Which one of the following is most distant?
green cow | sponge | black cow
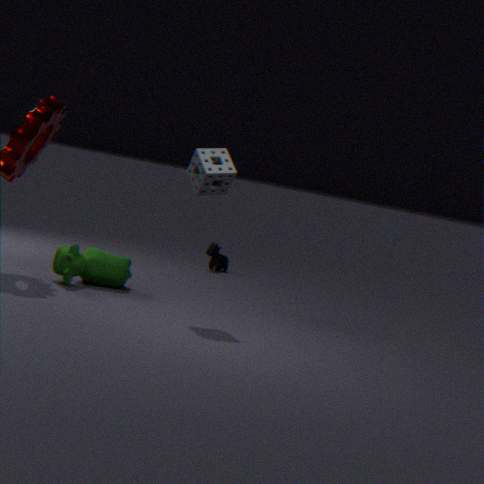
black cow
